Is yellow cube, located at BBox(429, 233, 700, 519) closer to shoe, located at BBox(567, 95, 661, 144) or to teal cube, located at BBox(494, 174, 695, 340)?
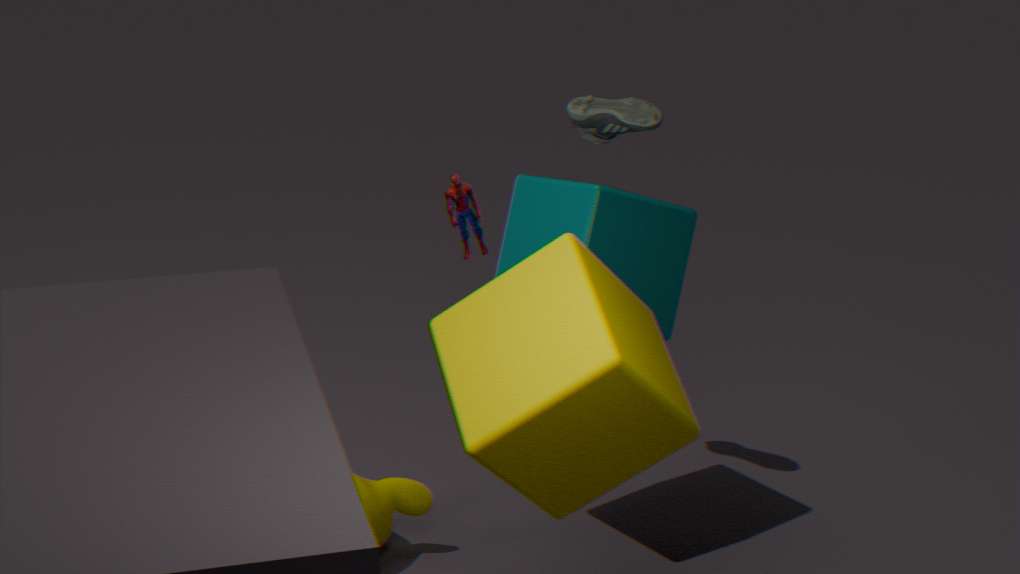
teal cube, located at BBox(494, 174, 695, 340)
